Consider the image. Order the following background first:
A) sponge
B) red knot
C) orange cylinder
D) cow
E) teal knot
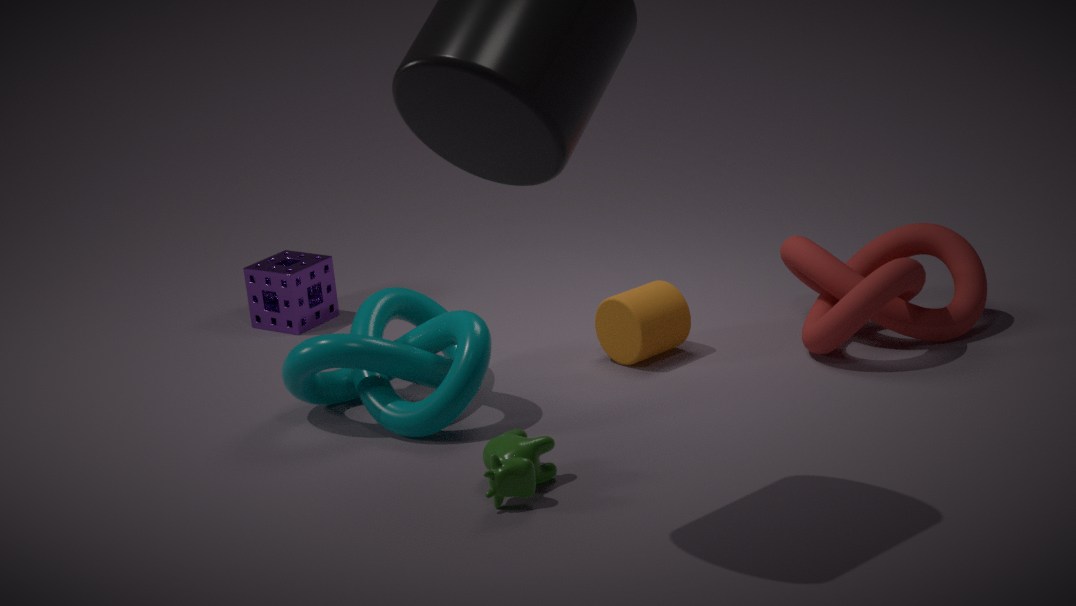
sponge < orange cylinder < red knot < teal knot < cow
